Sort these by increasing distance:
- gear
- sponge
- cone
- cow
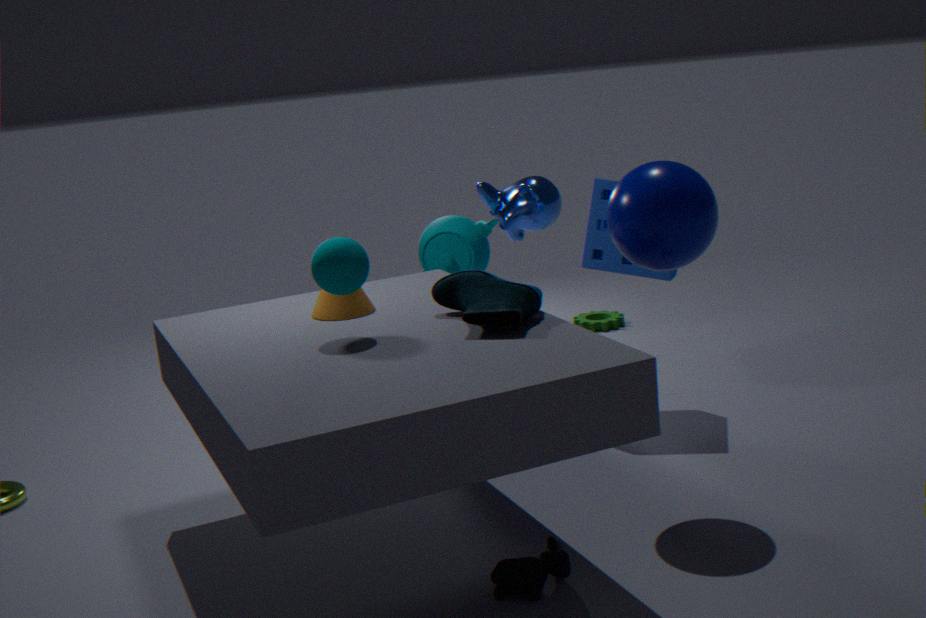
cow
cone
sponge
gear
